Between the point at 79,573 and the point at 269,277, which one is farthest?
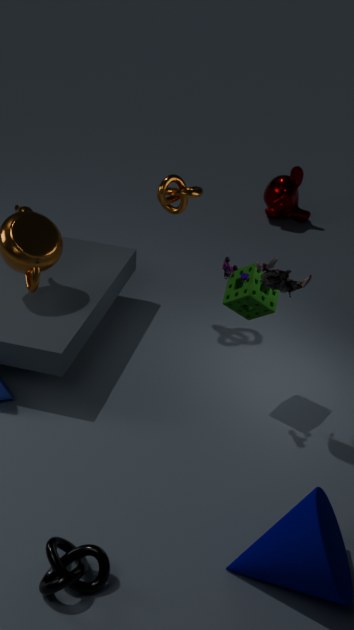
the point at 269,277
